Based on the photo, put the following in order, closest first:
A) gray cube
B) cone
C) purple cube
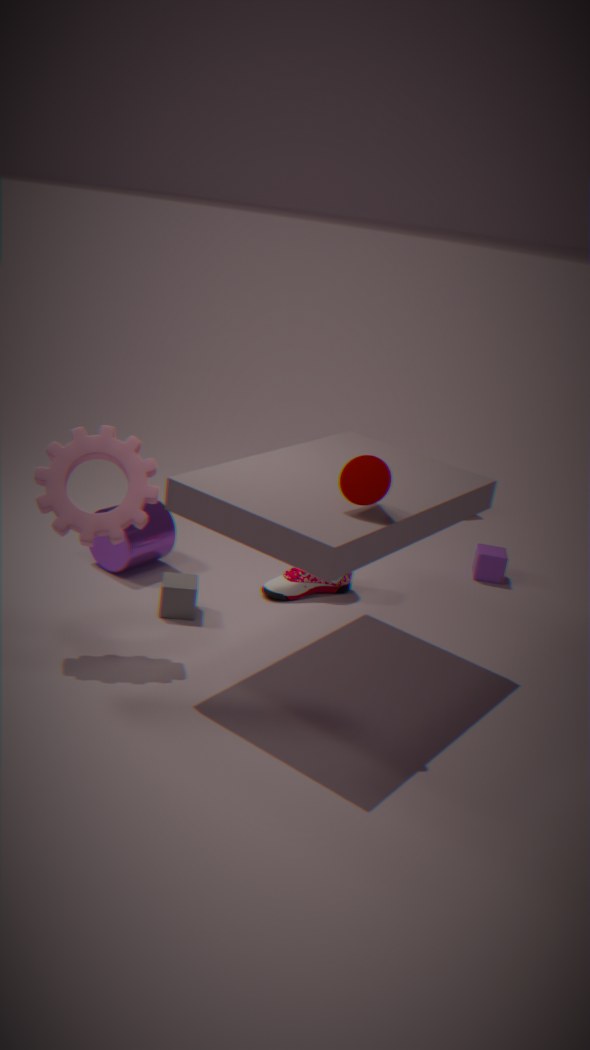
cone, gray cube, purple cube
